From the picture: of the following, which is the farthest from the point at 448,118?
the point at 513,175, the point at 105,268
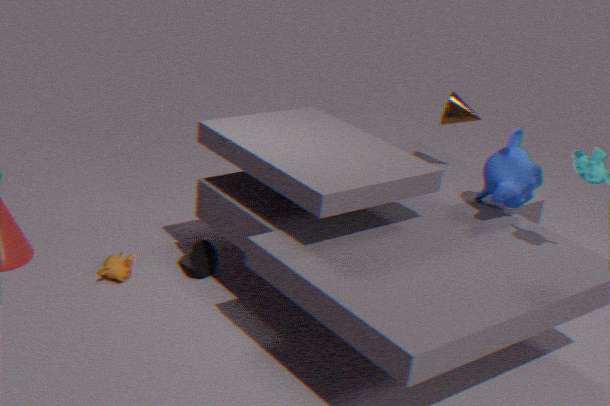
the point at 105,268
